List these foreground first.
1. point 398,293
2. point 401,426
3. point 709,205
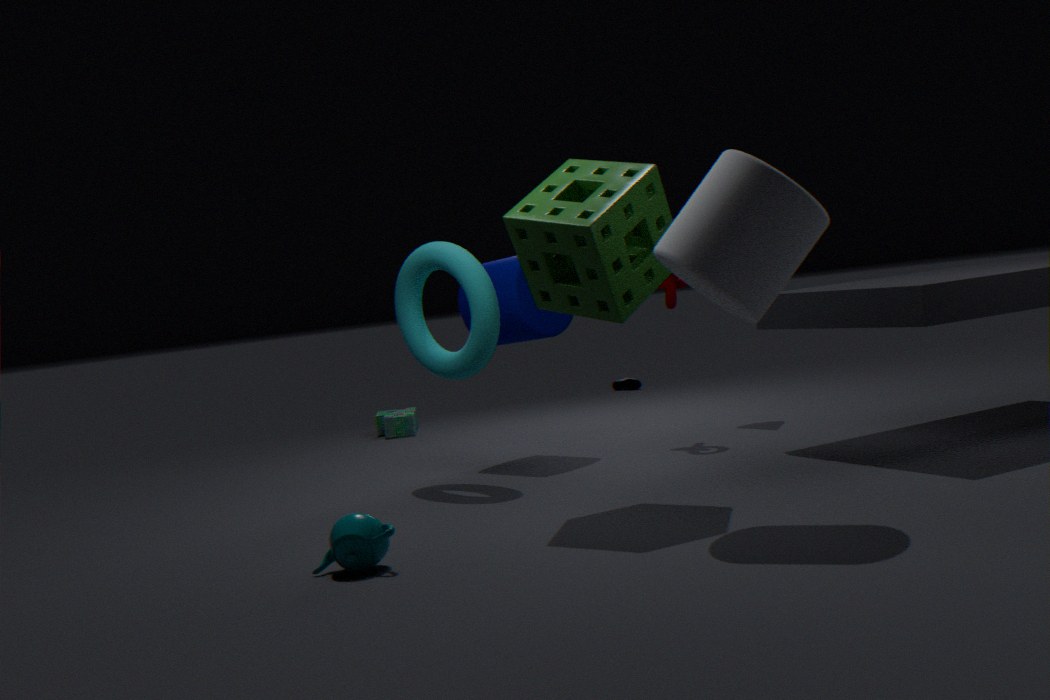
point 709,205 < point 398,293 < point 401,426
